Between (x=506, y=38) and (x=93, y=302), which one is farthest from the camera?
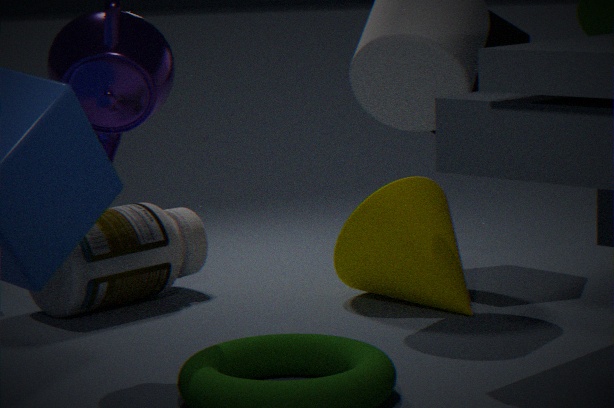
(x=506, y=38)
